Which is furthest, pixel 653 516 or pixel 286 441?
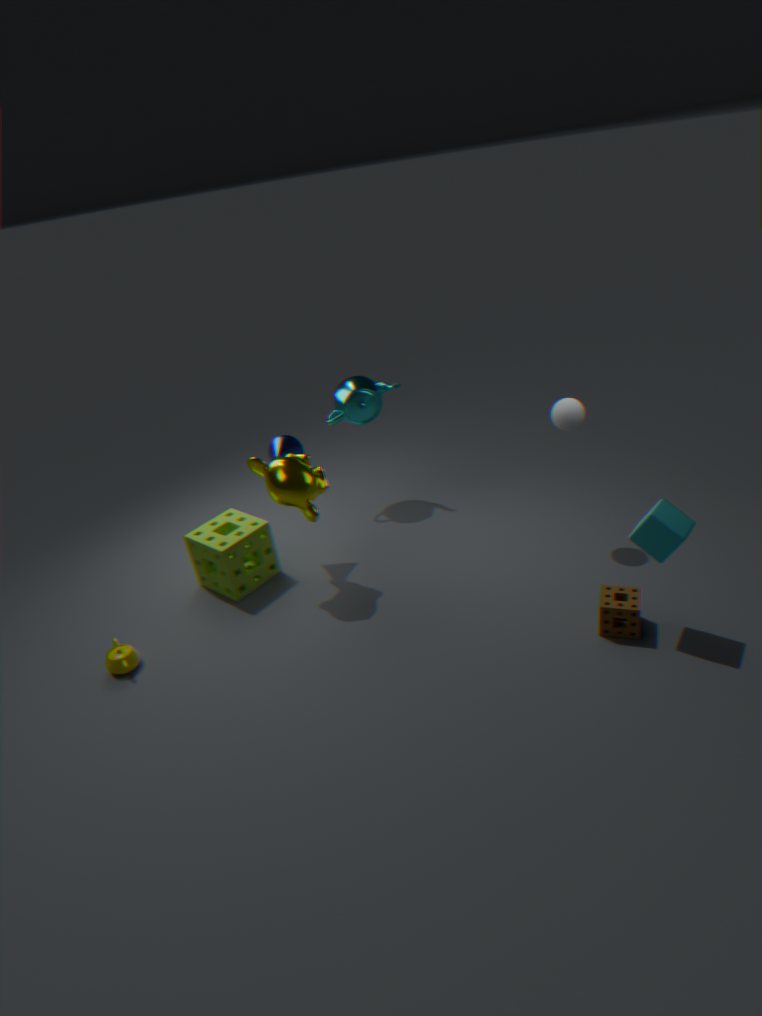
pixel 286 441
